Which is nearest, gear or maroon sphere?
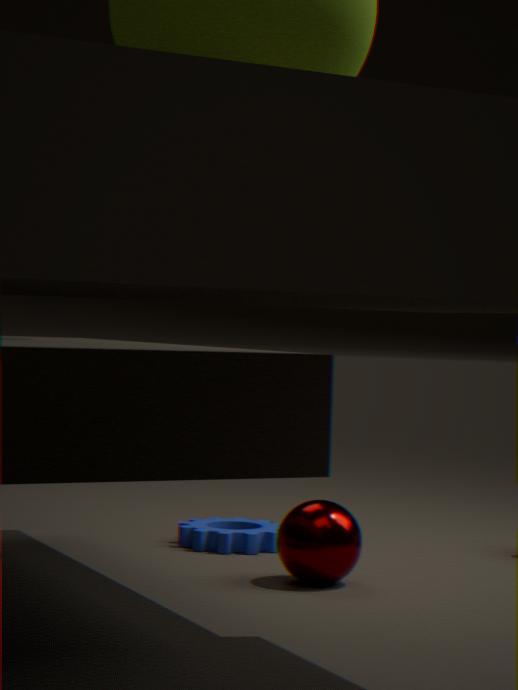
maroon sphere
